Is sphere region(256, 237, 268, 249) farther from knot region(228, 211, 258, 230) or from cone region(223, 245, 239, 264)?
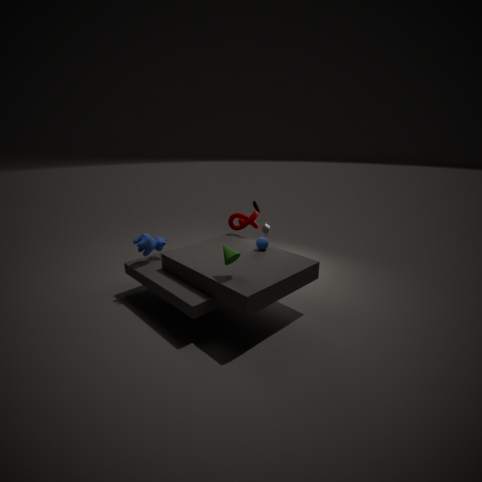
cone region(223, 245, 239, 264)
